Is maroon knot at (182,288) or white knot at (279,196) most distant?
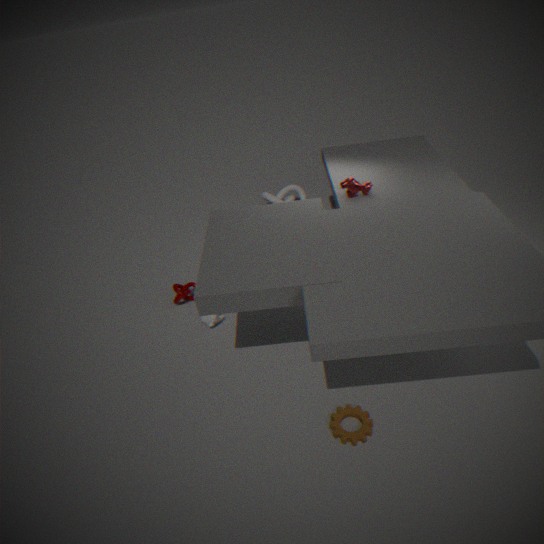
white knot at (279,196)
